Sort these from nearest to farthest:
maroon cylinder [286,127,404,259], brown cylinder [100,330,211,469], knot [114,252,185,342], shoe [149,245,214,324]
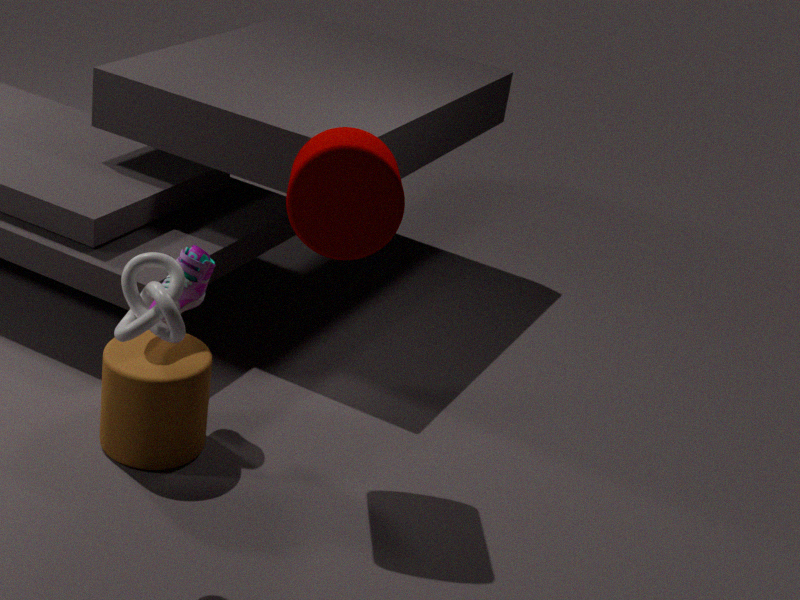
1. knot [114,252,185,342]
2. maroon cylinder [286,127,404,259]
3. brown cylinder [100,330,211,469]
4. shoe [149,245,214,324]
